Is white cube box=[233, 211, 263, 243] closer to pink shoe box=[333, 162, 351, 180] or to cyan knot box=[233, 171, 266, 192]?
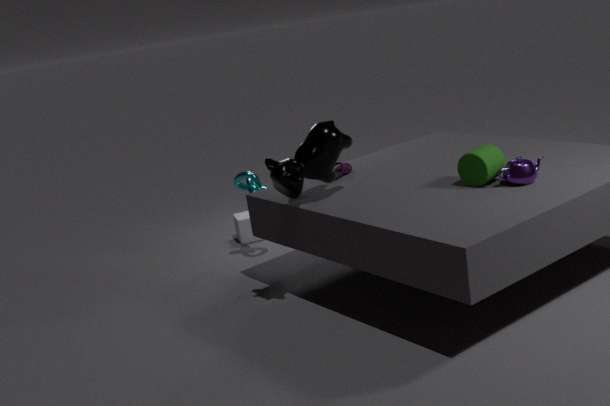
cyan knot box=[233, 171, 266, 192]
